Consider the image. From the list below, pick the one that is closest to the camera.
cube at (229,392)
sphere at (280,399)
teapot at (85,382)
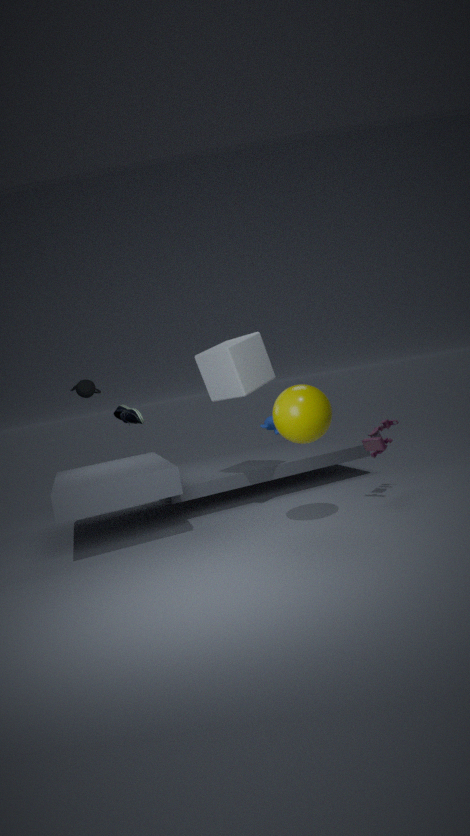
sphere at (280,399)
